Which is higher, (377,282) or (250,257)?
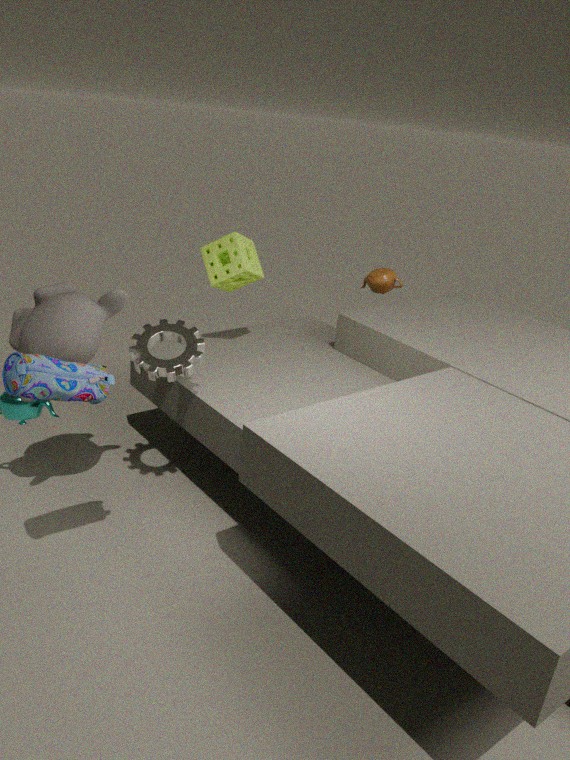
(250,257)
